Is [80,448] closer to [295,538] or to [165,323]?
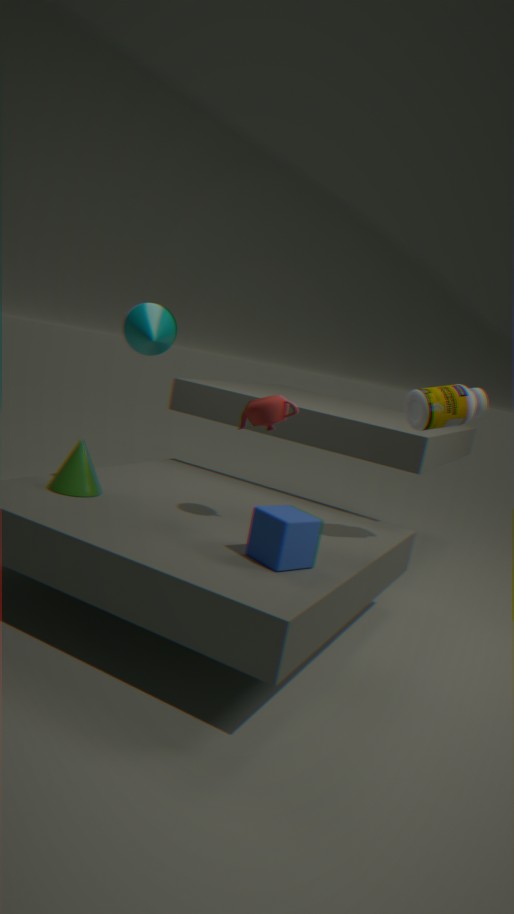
[165,323]
